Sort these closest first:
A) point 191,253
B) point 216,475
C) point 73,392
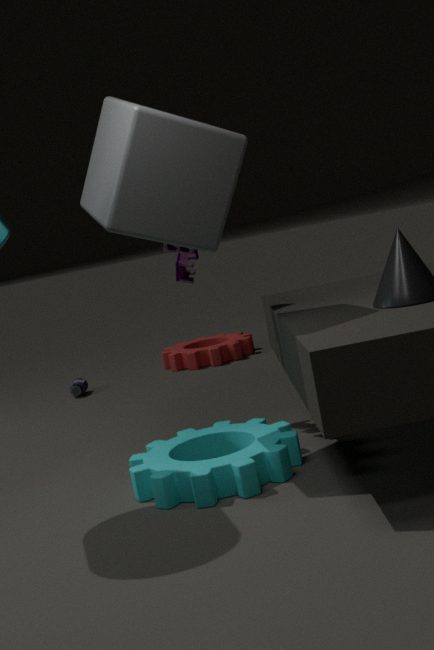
point 216,475 → point 191,253 → point 73,392
